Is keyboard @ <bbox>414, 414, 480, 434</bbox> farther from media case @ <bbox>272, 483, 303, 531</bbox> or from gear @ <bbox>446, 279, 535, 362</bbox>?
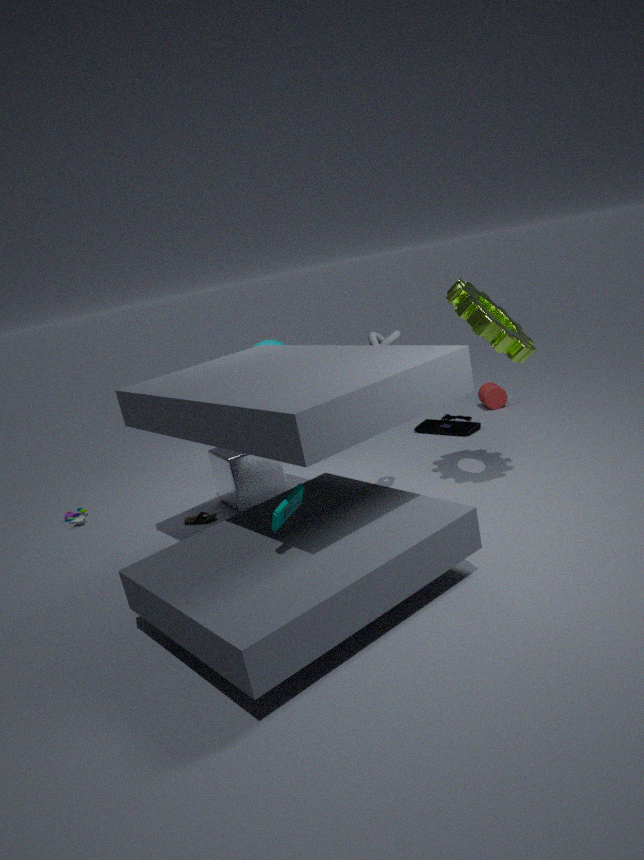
media case @ <bbox>272, 483, 303, 531</bbox>
